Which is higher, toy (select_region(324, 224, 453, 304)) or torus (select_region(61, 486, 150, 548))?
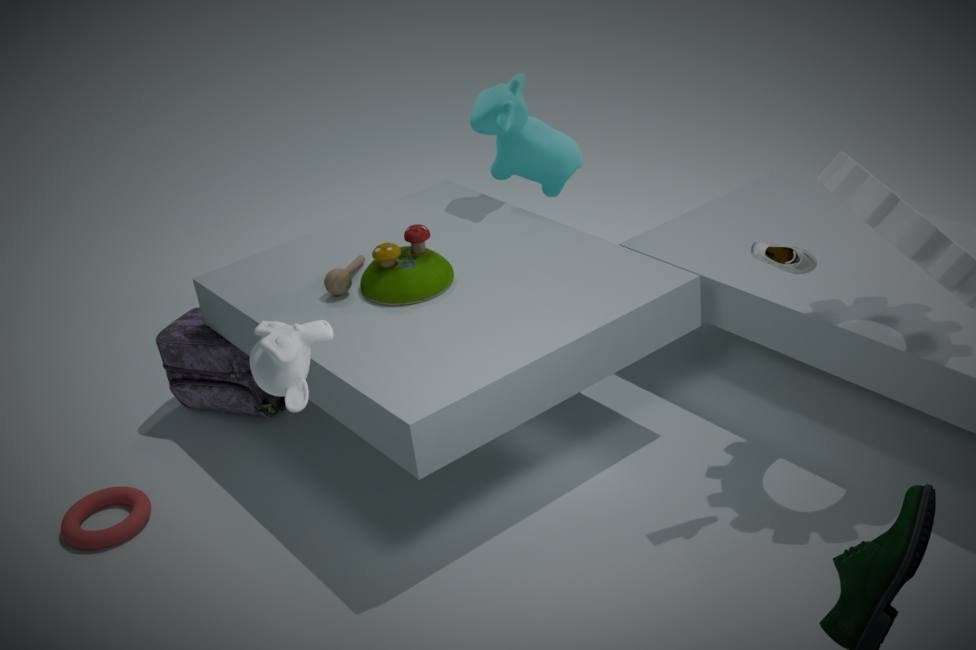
toy (select_region(324, 224, 453, 304))
